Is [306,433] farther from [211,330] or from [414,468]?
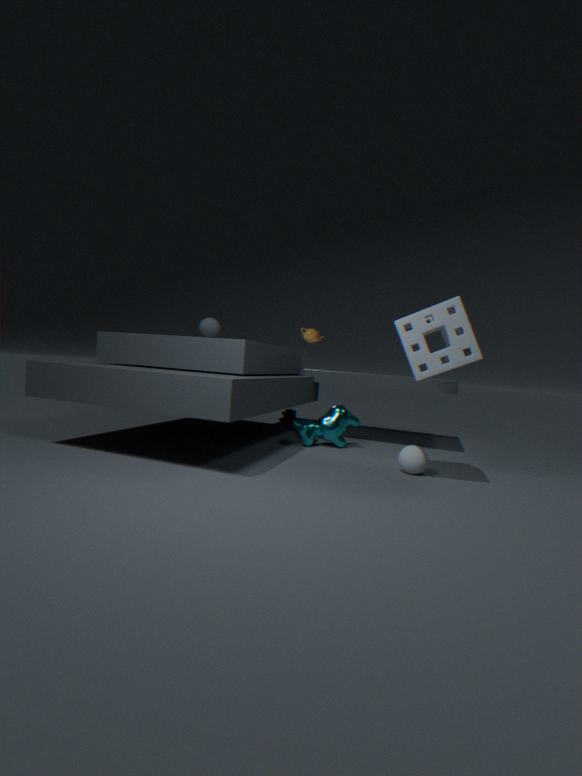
[211,330]
